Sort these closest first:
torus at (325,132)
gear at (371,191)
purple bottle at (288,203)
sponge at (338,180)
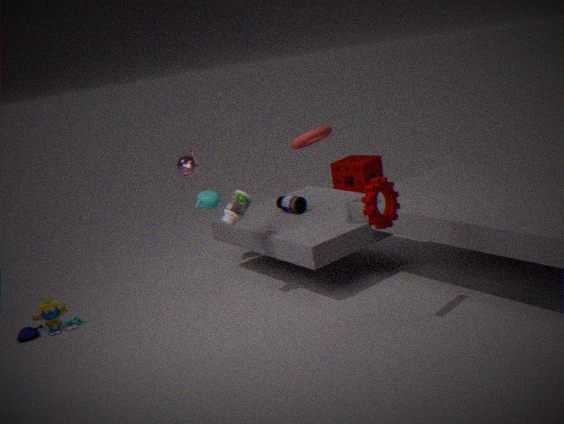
gear at (371,191) → torus at (325,132) → purple bottle at (288,203) → sponge at (338,180)
